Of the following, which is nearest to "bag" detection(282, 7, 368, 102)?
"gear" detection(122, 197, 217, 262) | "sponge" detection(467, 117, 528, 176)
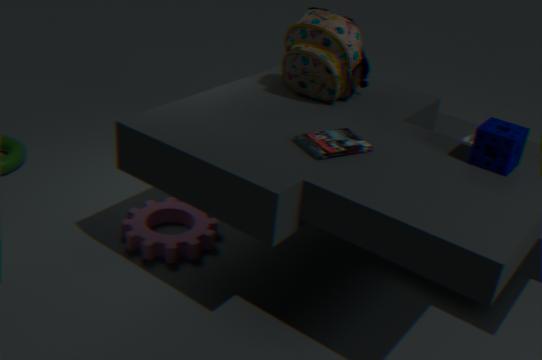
"sponge" detection(467, 117, 528, 176)
